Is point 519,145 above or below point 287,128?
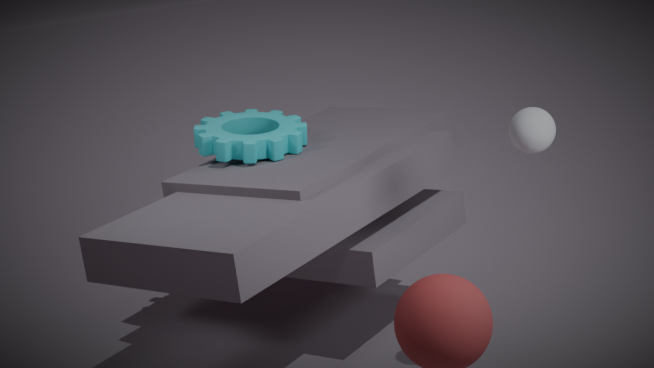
above
